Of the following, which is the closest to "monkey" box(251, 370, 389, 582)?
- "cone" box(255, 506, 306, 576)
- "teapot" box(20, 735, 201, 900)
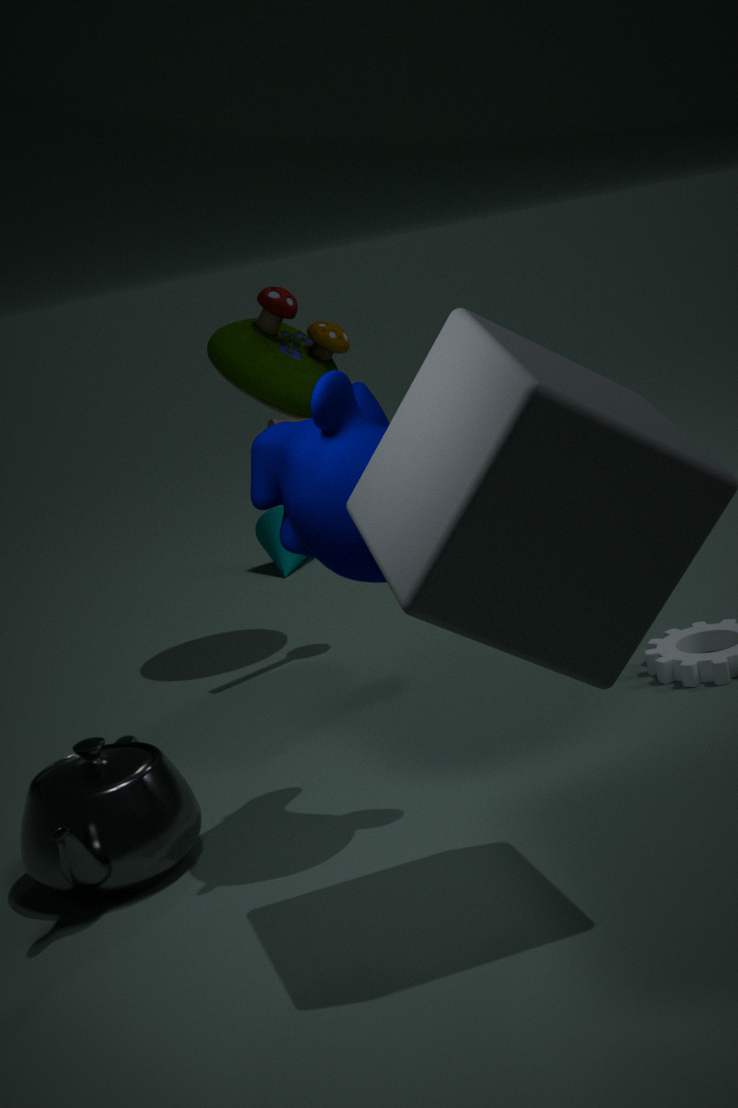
"teapot" box(20, 735, 201, 900)
